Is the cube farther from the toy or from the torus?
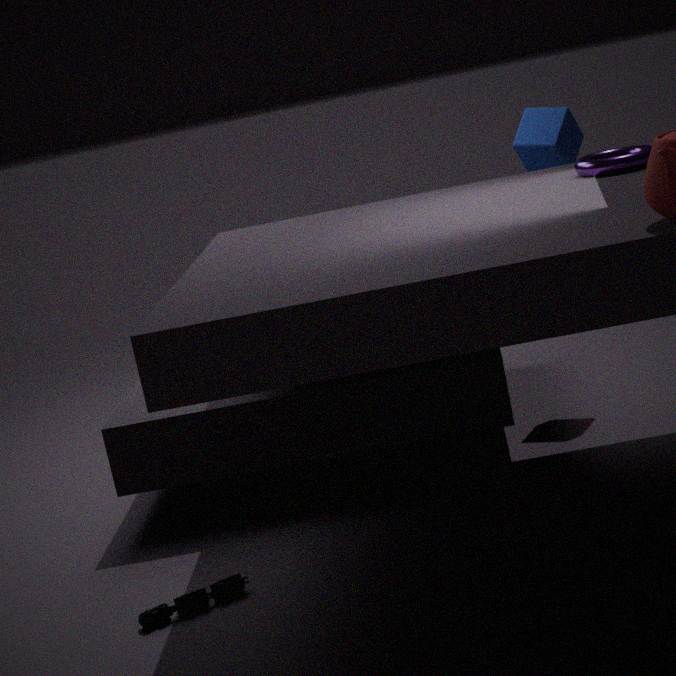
the toy
